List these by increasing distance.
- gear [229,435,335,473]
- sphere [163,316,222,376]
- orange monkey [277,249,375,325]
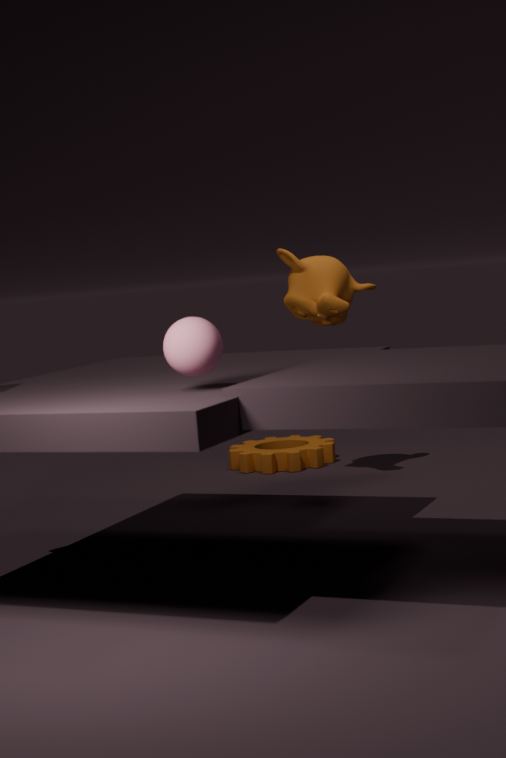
sphere [163,316,222,376]
orange monkey [277,249,375,325]
gear [229,435,335,473]
